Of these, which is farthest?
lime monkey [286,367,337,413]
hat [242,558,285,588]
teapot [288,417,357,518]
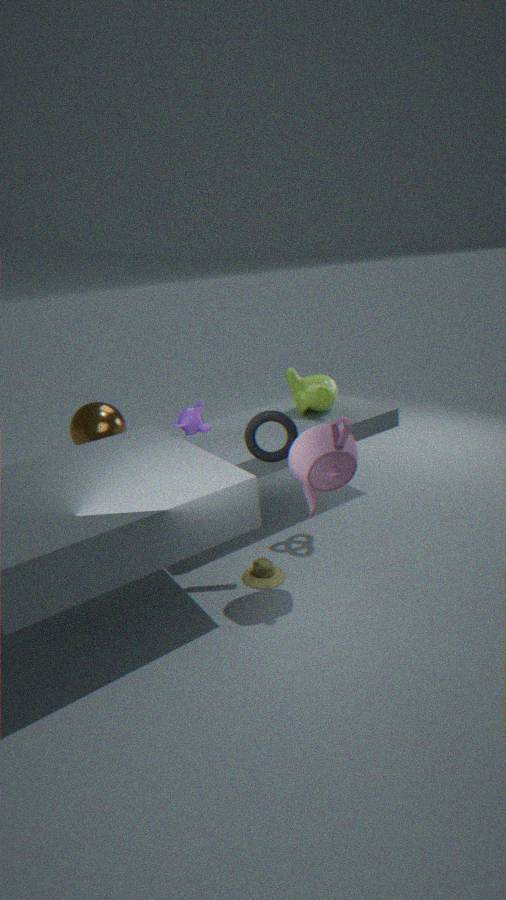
lime monkey [286,367,337,413]
